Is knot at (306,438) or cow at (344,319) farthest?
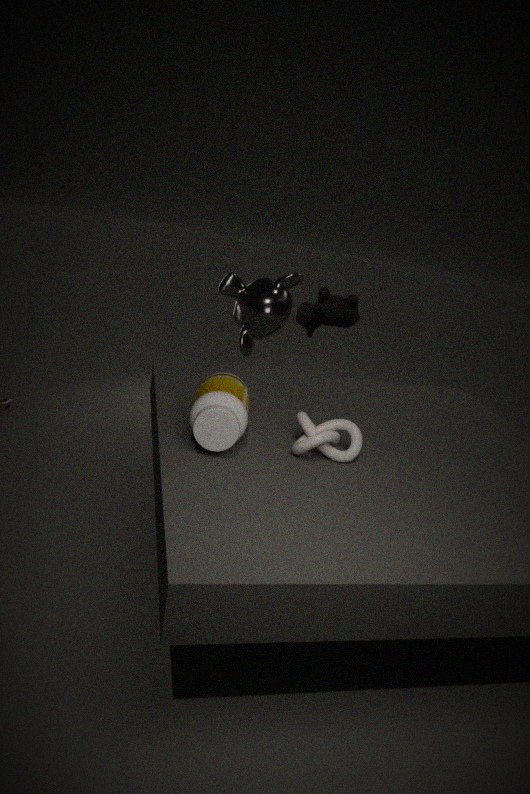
cow at (344,319)
